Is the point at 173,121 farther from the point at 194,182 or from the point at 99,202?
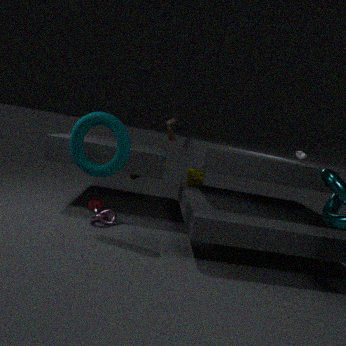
the point at 99,202
